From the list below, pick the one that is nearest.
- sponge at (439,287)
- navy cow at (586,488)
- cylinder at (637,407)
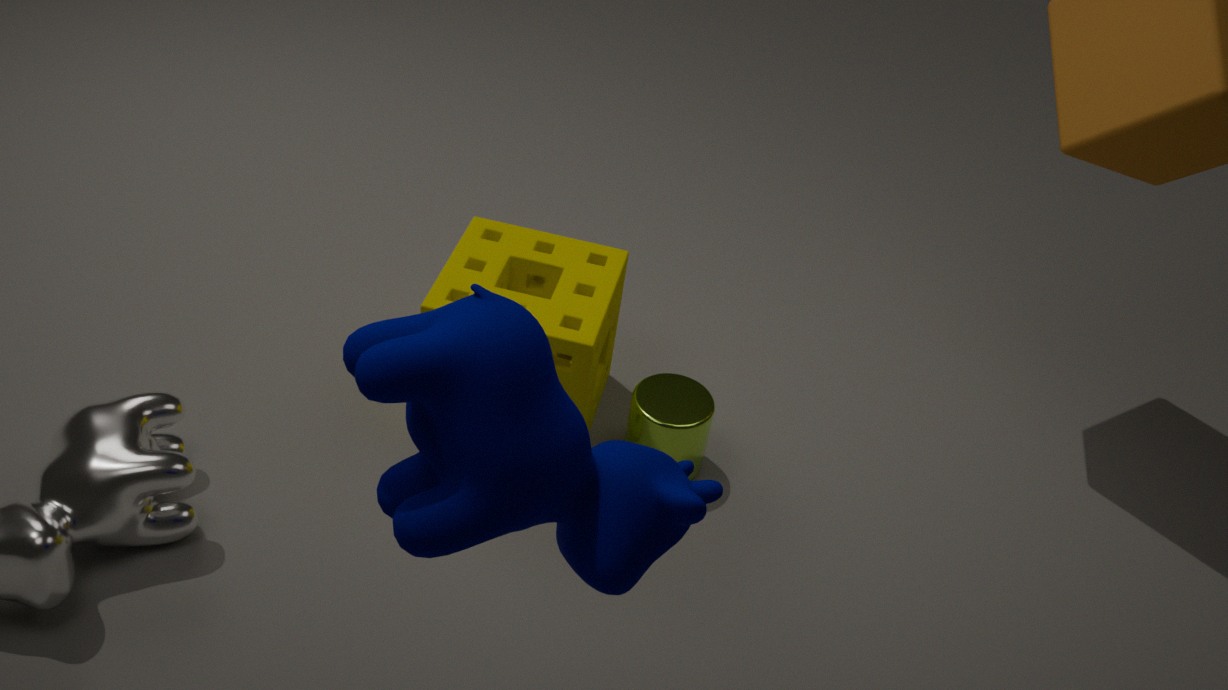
navy cow at (586,488)
